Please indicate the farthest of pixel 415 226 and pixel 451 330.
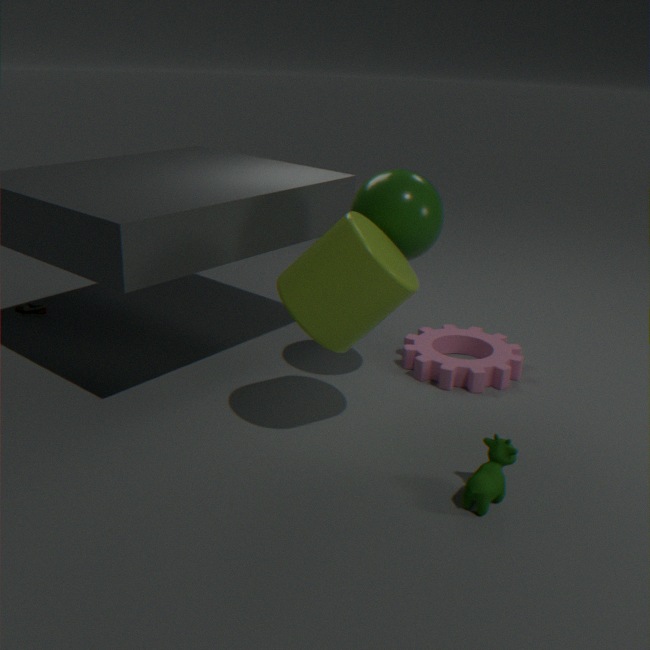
pixel 451 330
